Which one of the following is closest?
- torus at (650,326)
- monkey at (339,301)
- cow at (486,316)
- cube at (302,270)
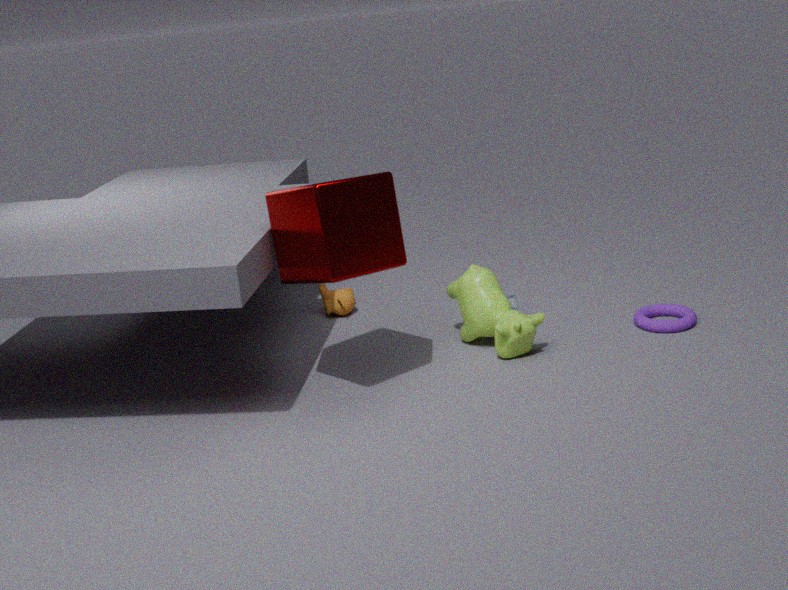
cube at (302,270)
